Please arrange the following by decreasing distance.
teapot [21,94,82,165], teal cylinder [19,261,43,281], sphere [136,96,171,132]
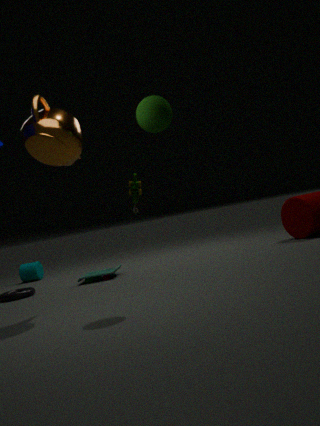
teal cylinder [19,261,43,281], teapot [21,94,82,165], sphere [136,96,171,132]
